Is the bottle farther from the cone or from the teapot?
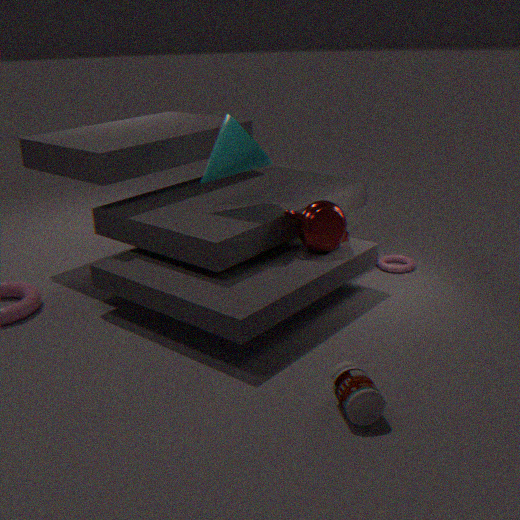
the cone
